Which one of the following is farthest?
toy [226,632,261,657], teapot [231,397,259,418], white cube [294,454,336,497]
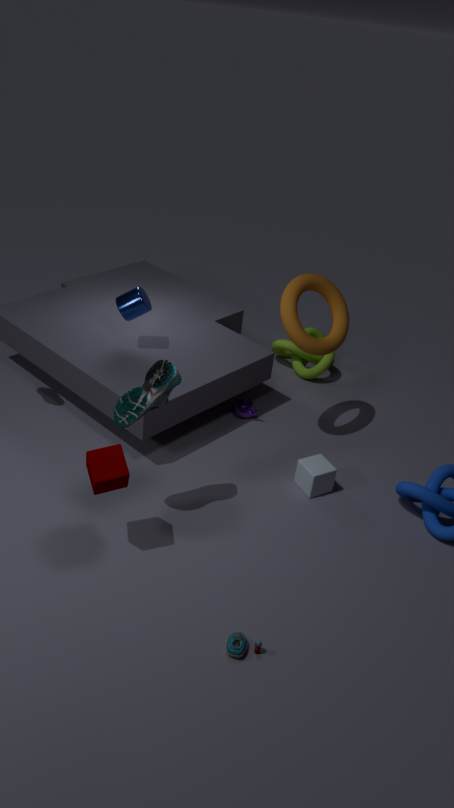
teapot [231,397,259,418]
